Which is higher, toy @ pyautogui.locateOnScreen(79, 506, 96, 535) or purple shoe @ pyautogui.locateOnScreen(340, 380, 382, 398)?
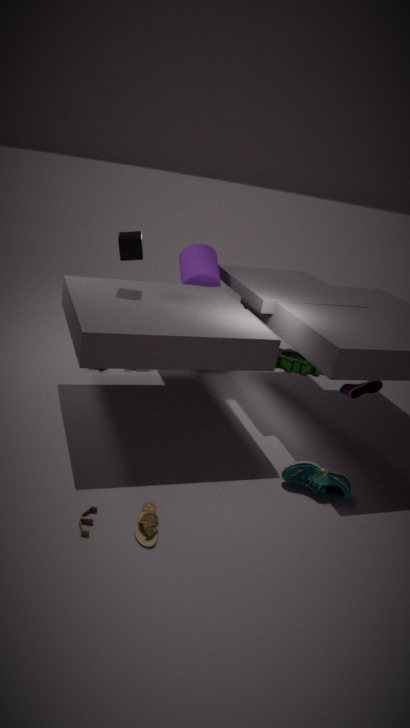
purple shoe @ pyautogui.locateOnScreen(340, 380, 382, 398)
